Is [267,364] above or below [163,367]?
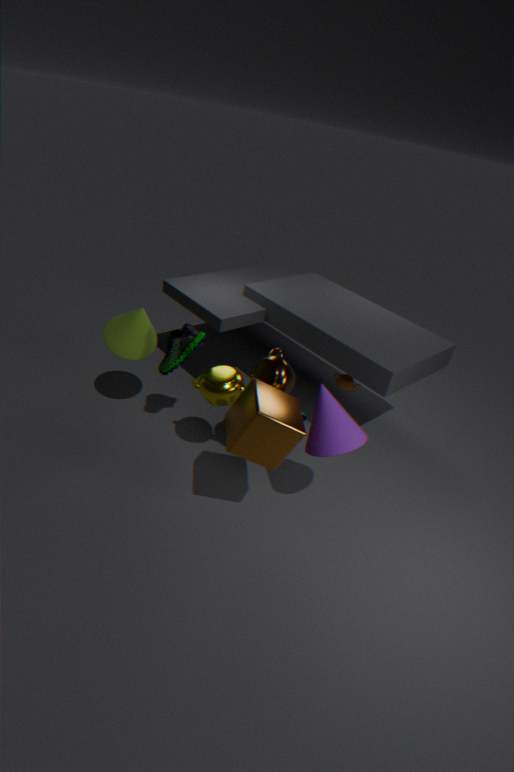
above
